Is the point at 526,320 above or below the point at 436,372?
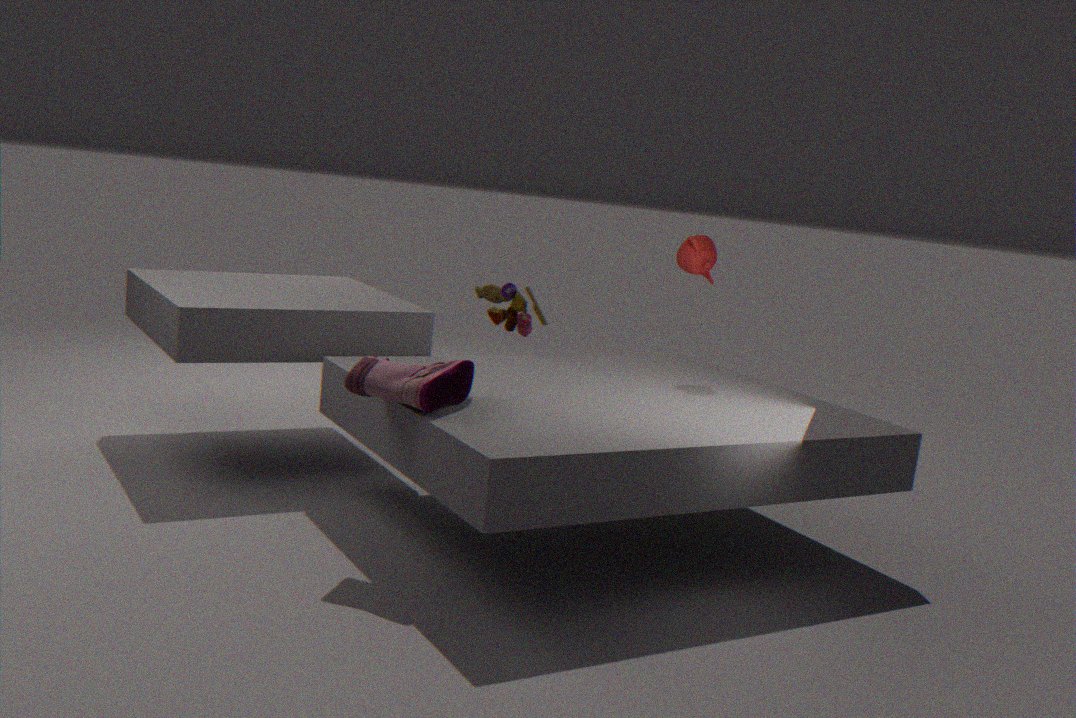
above
